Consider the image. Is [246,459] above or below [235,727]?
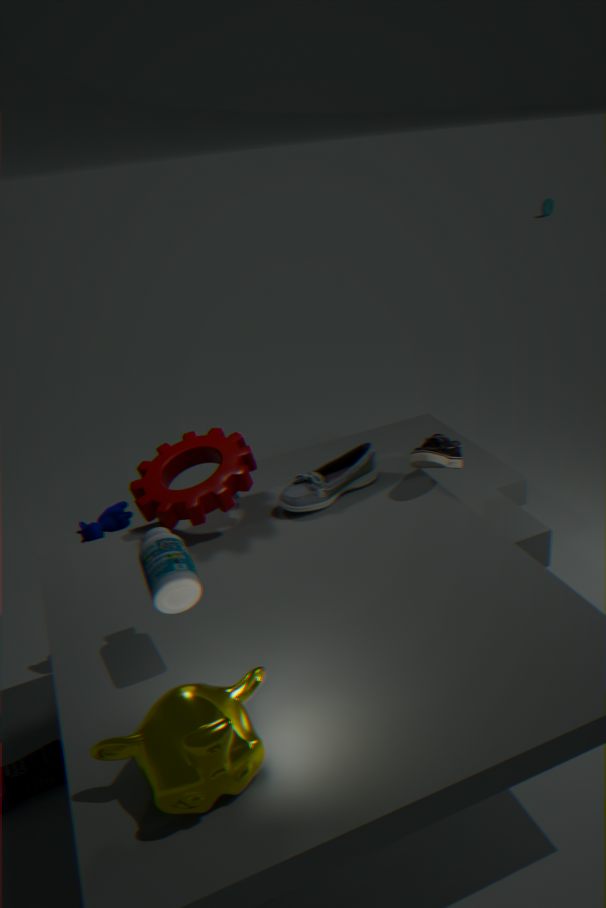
above
